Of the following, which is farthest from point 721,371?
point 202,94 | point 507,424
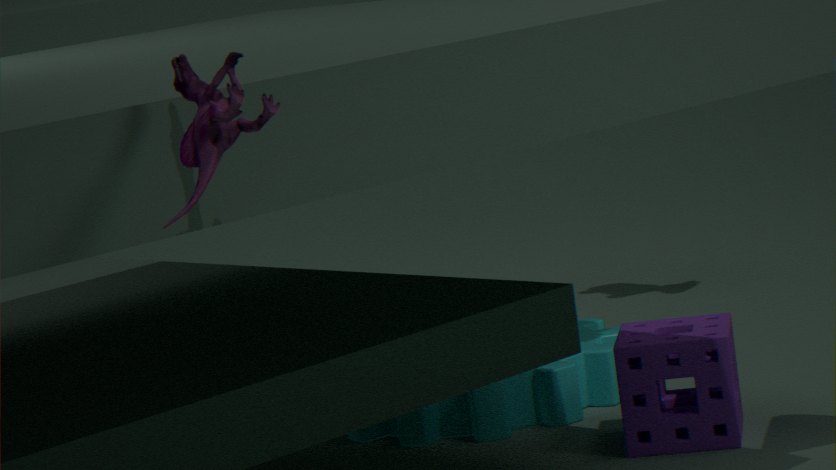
point 202,94
